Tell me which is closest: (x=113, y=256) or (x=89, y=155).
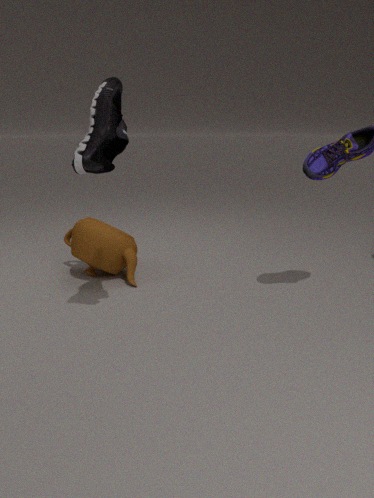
(x=89, y=155)
